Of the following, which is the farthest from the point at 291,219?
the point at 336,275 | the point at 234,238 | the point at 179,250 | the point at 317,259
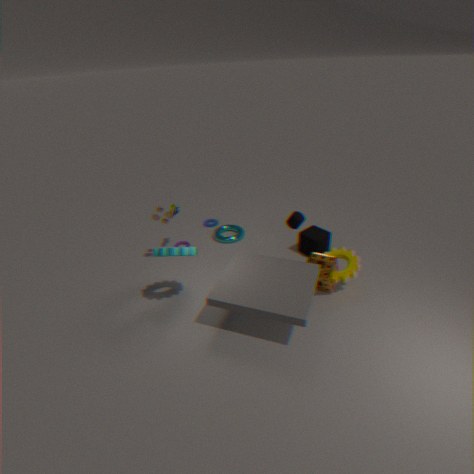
the point at 234,238
